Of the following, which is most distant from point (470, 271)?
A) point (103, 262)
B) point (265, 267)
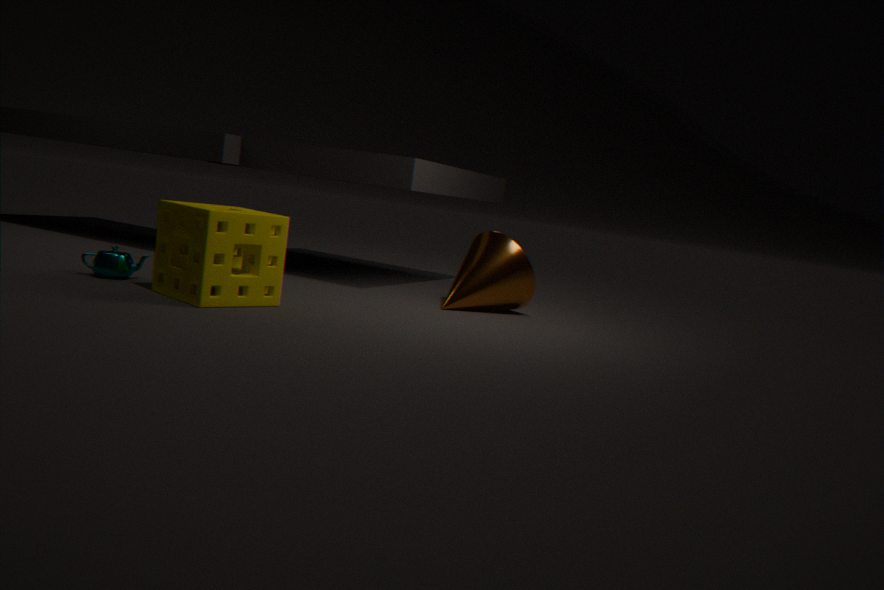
point (103, 262)
